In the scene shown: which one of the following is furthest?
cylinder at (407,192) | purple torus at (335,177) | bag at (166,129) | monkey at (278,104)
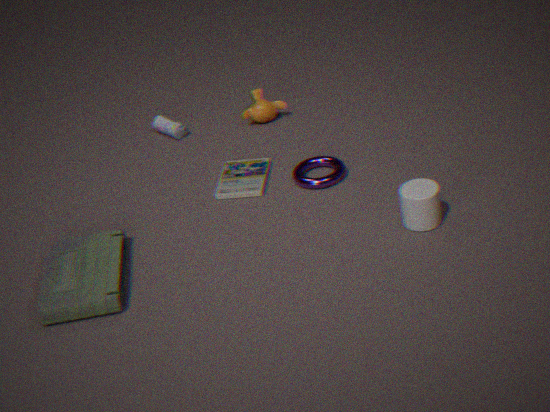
bag at (166,129)
